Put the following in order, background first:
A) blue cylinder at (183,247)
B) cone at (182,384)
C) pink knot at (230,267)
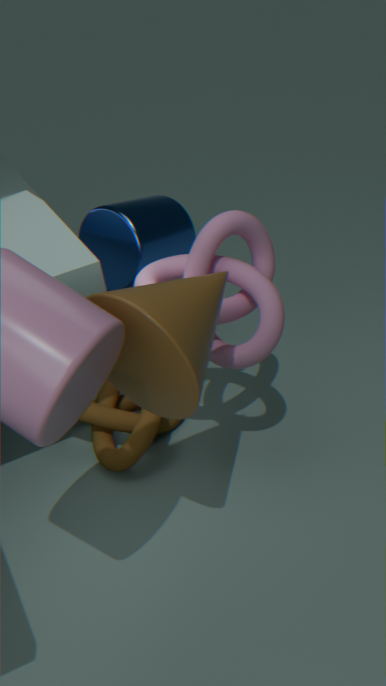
A < C < B
